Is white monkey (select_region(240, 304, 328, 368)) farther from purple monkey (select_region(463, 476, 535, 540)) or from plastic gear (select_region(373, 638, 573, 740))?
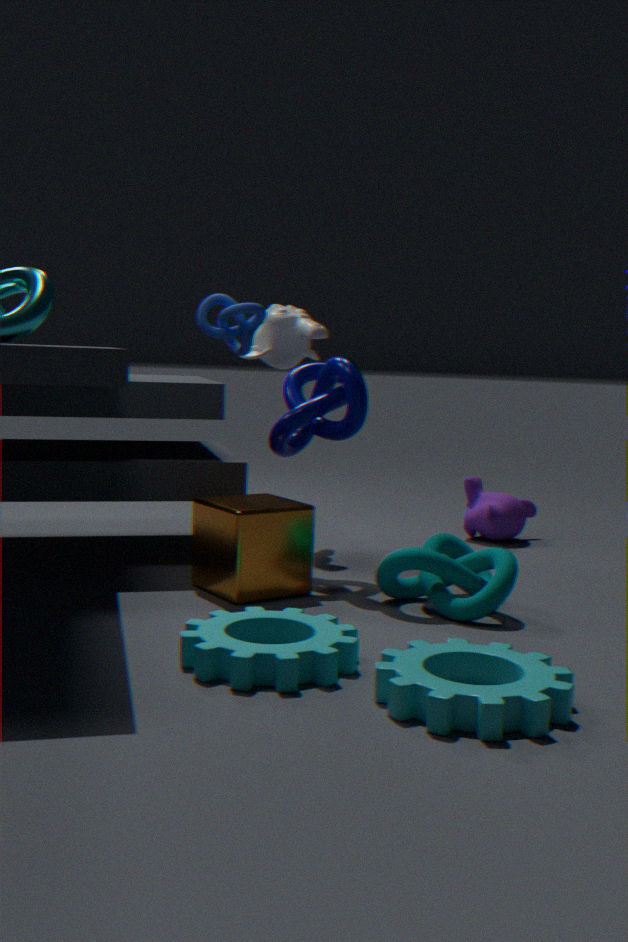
plastic gear (select_region(373, 638, 573, 740))
